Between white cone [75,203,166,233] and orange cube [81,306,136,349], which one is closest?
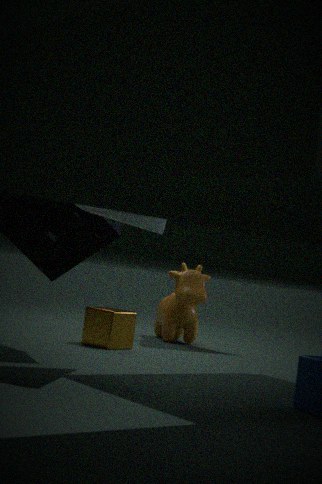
white cone [75,203,166,233]
